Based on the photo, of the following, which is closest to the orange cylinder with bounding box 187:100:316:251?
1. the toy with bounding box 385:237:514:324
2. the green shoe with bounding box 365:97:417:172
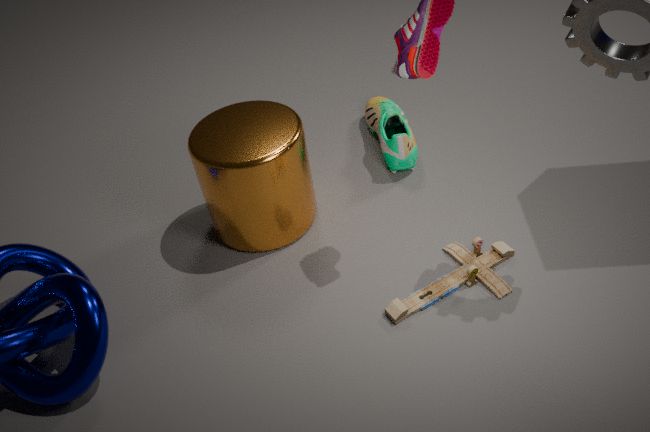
the green shoe with bounding box 365:97:417:172
